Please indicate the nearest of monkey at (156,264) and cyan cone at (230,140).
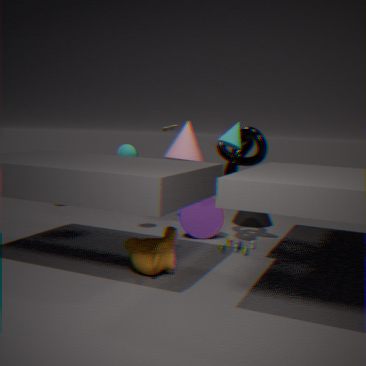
monkey at (156,264)
